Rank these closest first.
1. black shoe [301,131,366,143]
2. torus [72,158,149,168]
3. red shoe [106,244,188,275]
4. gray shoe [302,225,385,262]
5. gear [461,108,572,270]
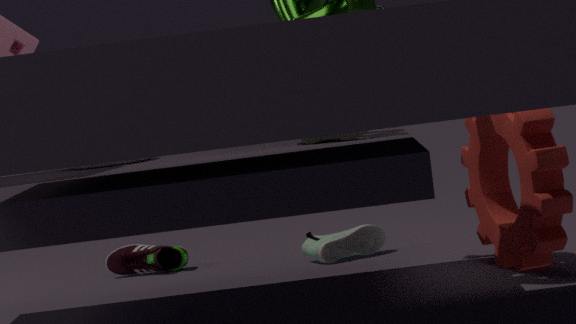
gear [461,108,572,270], black shoe [301,131,366,143], torus [72,158,149,168], gray shoe [302,225,385,262], red shoe [106,244,188,275]
